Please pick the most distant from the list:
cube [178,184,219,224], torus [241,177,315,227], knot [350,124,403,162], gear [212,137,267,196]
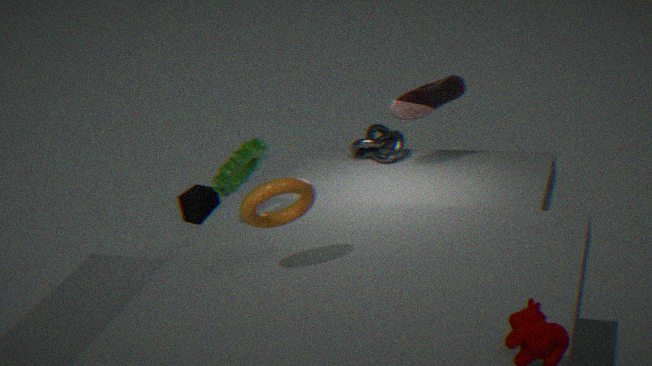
cube [178,184,219,224]
